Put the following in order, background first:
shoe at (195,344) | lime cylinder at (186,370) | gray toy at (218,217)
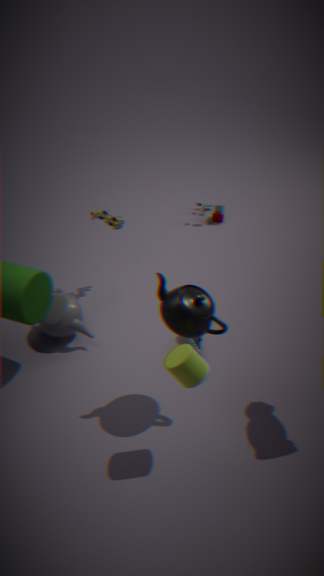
gray toy at (218,217) → shoe at (195,344) → lime cylinder at (186,370)
